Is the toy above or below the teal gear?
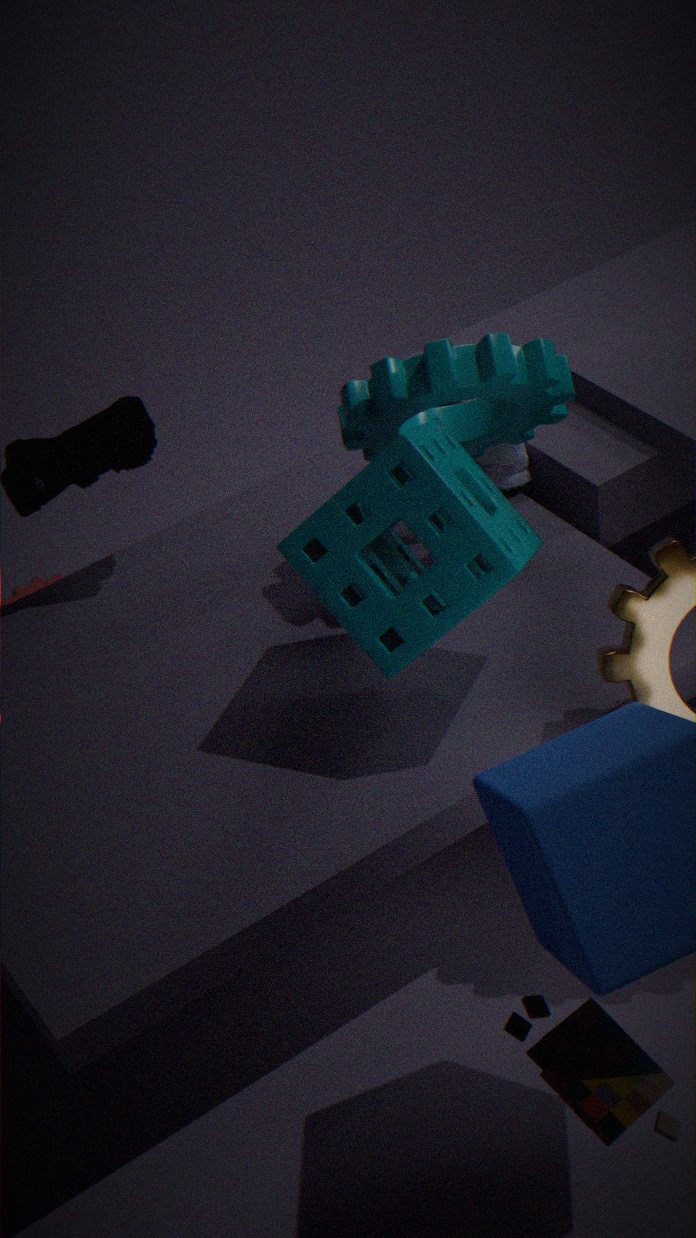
below
